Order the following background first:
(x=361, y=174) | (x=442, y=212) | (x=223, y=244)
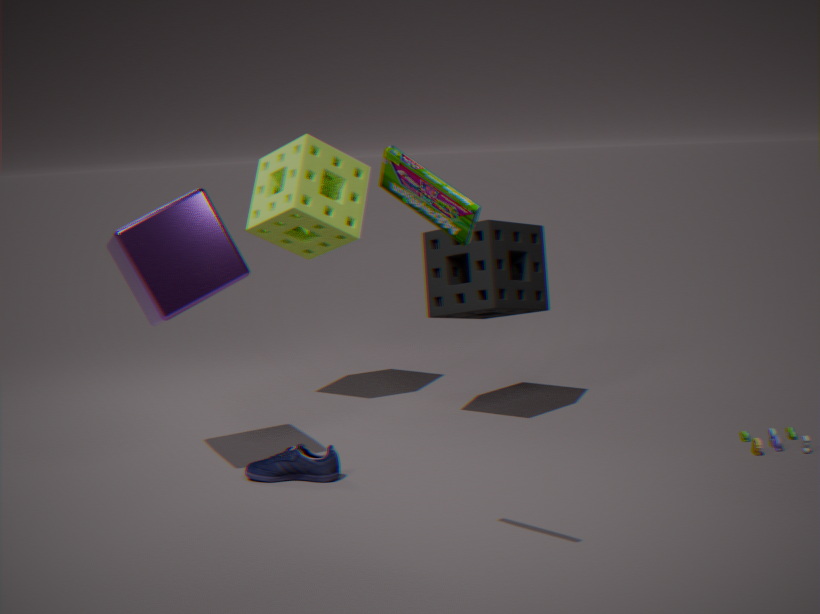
1. (x=361, y=174)
2. (x=223, y=244)
3. (x=442, y=212)
